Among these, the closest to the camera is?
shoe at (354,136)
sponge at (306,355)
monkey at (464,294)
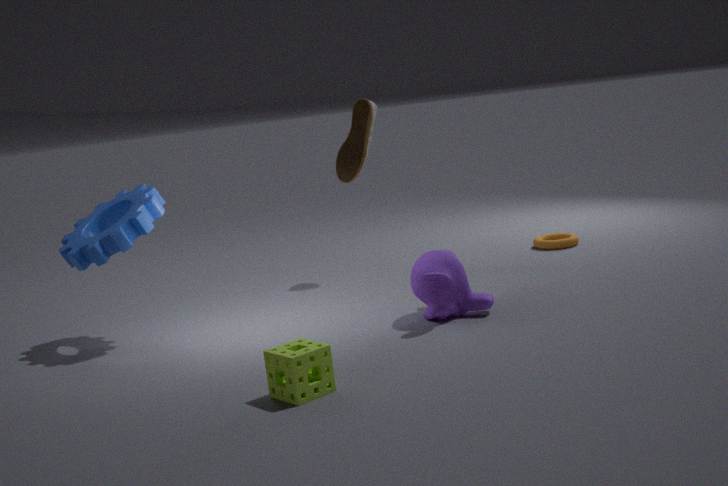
sponge at (306,355)
